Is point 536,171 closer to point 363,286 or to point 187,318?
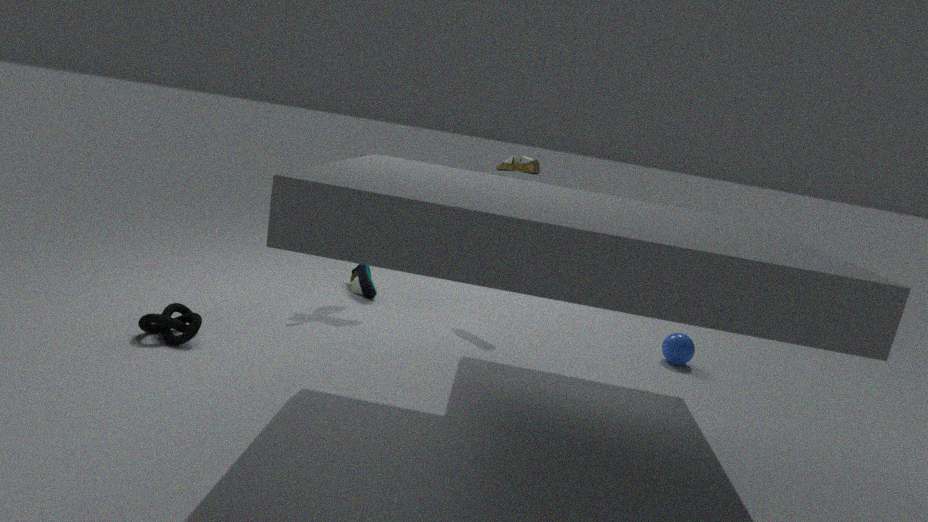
point 363,286
